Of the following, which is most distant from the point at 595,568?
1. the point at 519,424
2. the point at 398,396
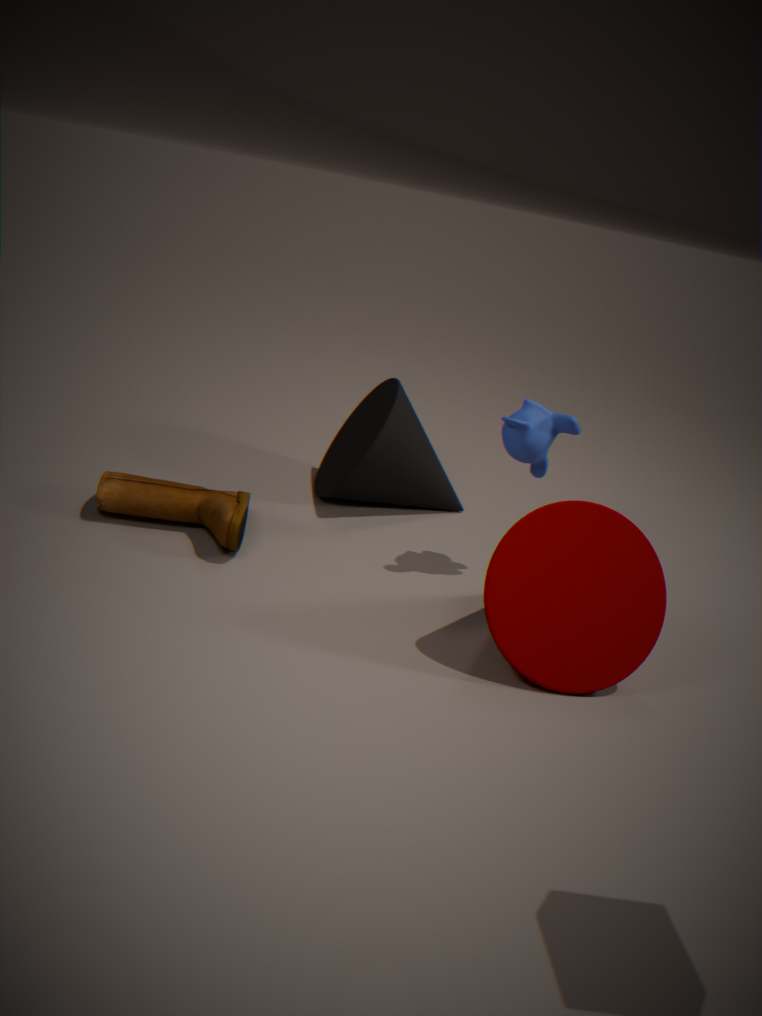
the point at 398,396
